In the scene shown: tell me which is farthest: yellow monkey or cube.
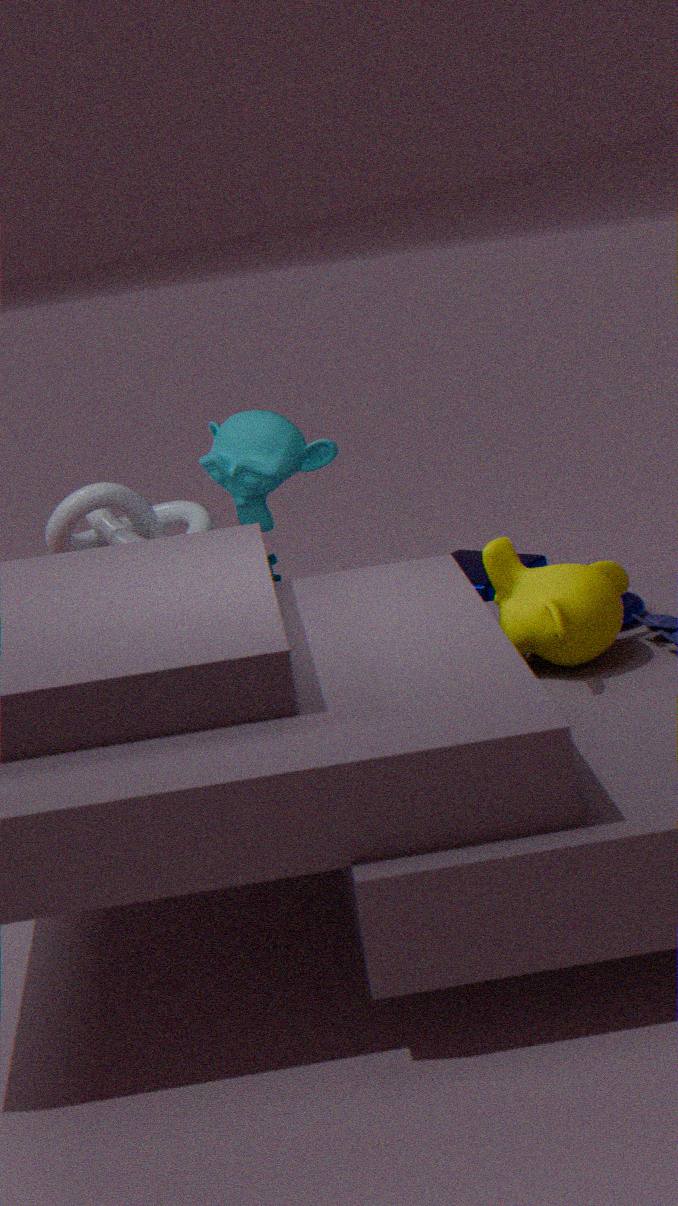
cube
